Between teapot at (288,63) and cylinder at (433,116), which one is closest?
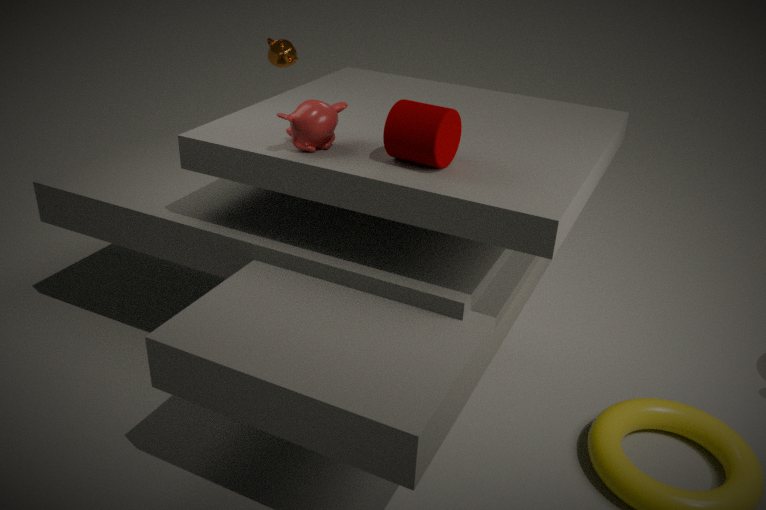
cylinder at (433,116)
